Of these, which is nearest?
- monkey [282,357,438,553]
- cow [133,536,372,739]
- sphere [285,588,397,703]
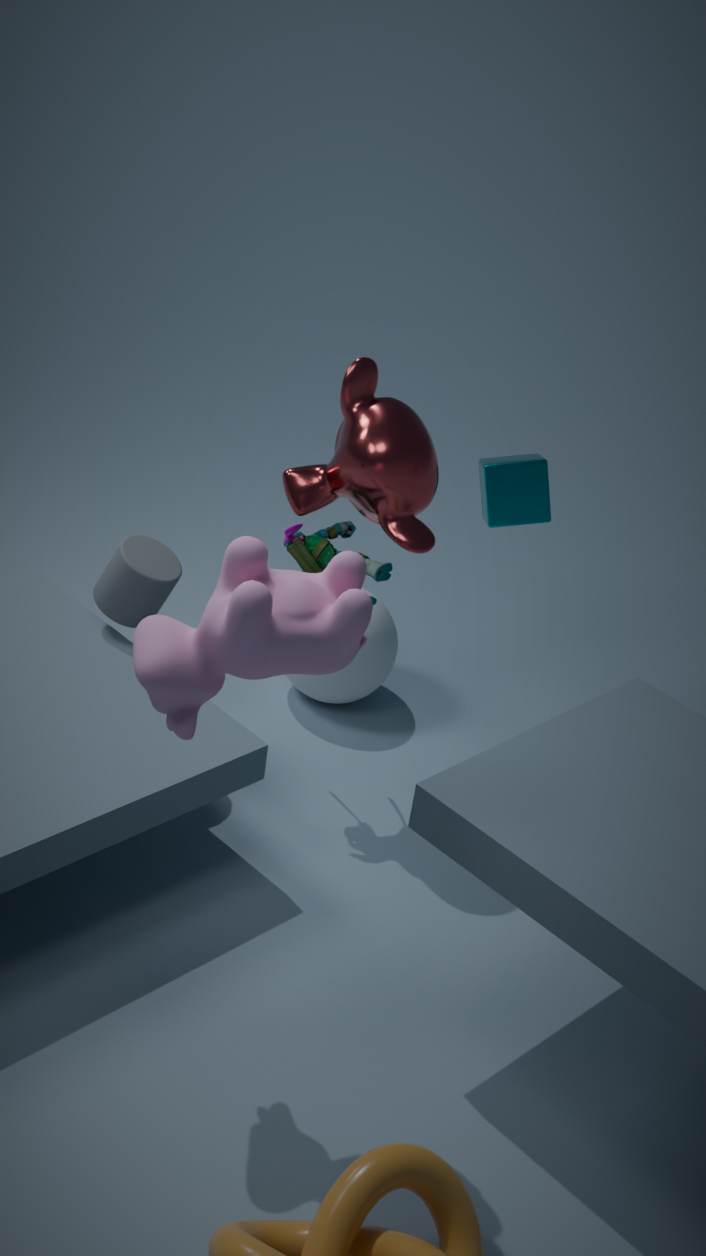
cow [133,536,372,739]
